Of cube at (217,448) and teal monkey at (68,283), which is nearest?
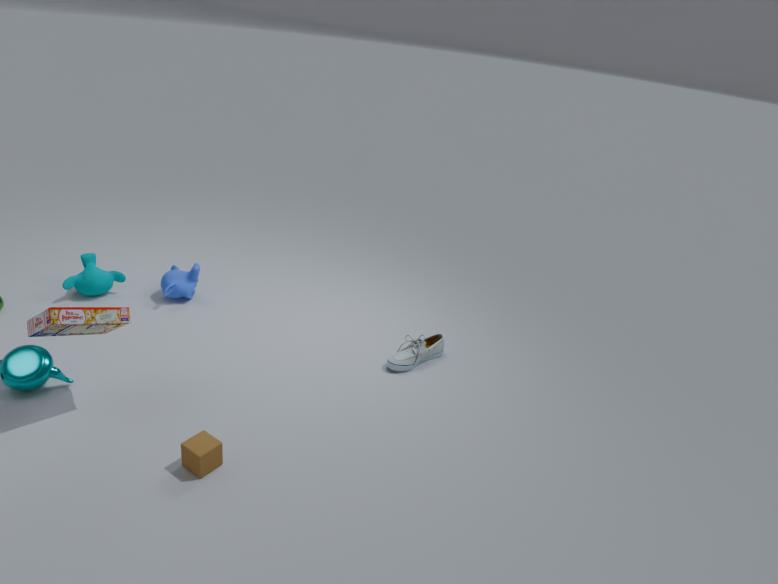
cube at (217,448)
